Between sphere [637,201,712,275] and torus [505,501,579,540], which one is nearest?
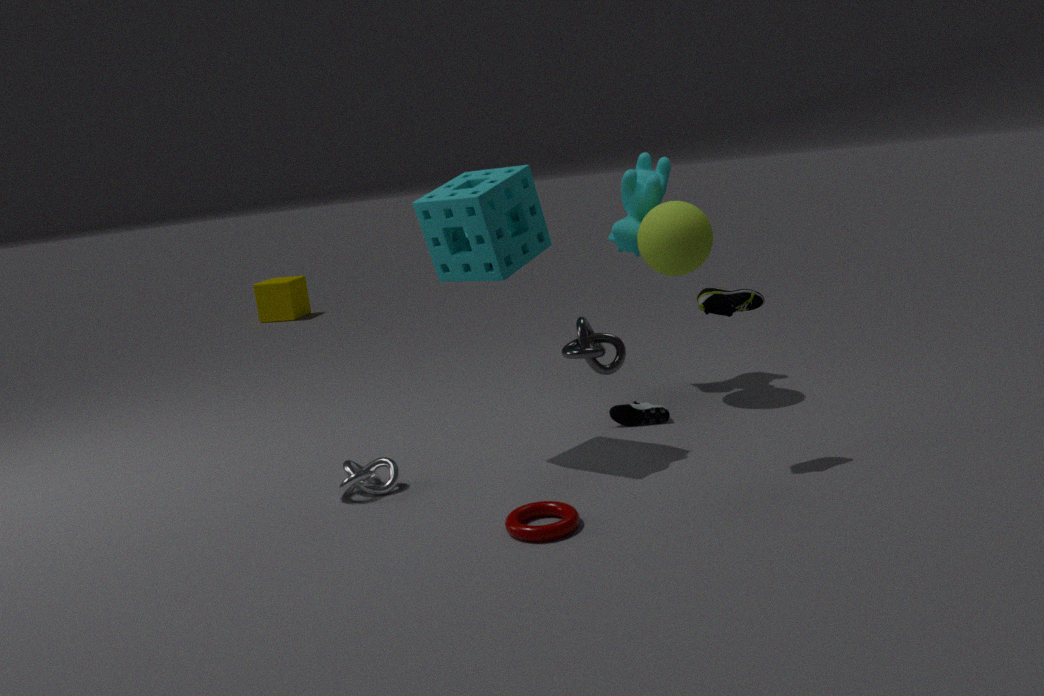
torus [505,501,579,540]
